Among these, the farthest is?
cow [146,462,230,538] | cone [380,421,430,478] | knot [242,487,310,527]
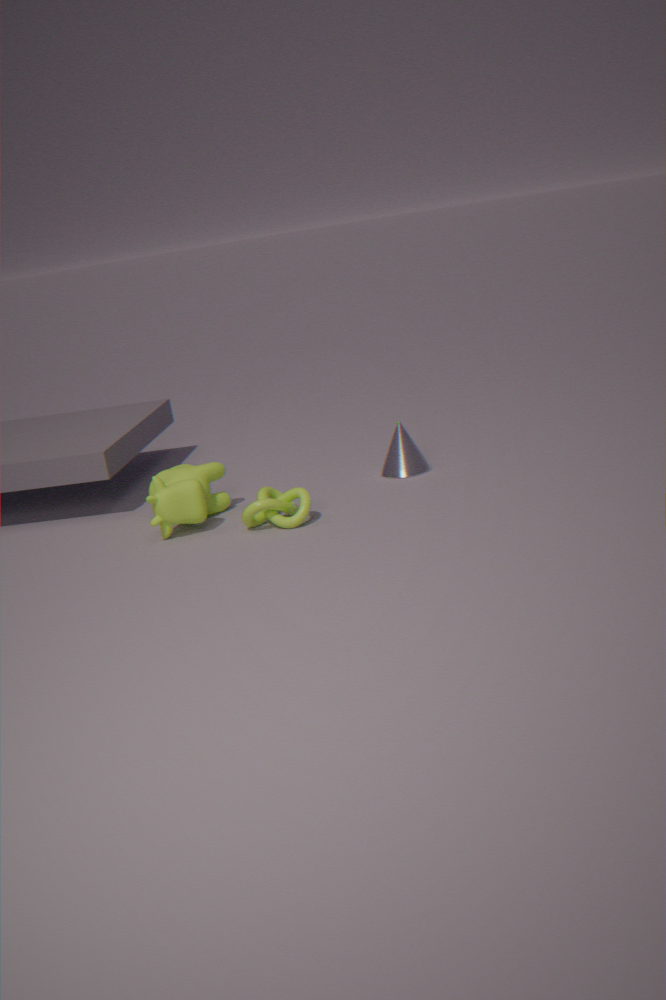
cone [380,421,430,478]
